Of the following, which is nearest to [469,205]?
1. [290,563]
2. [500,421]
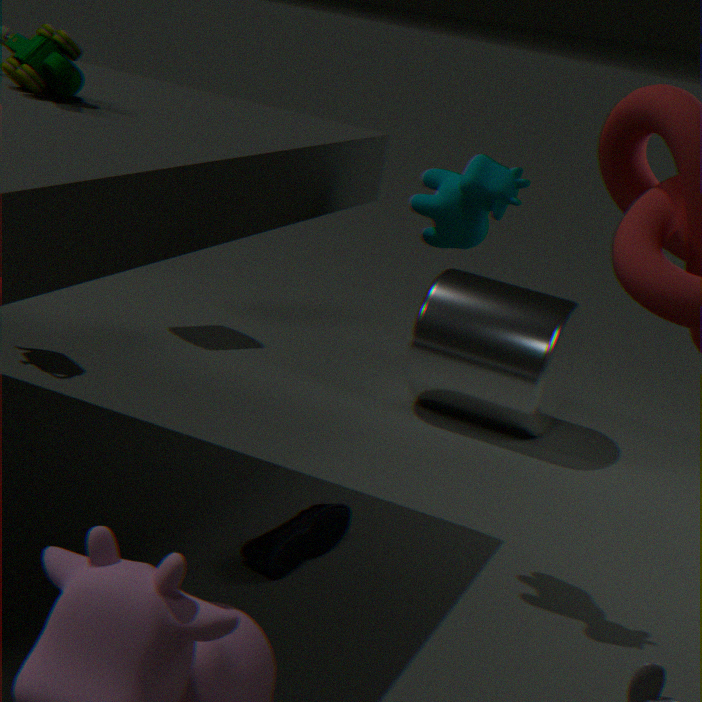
[290,563]
